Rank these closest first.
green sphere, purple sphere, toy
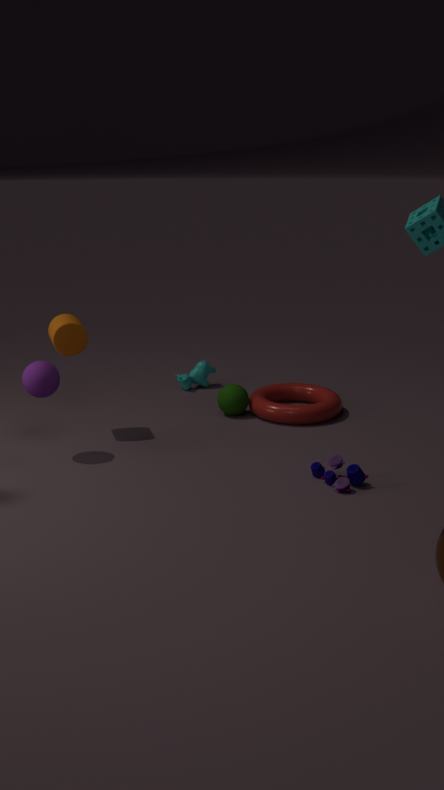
1. toy
2. purple sphere
3. green sphere
